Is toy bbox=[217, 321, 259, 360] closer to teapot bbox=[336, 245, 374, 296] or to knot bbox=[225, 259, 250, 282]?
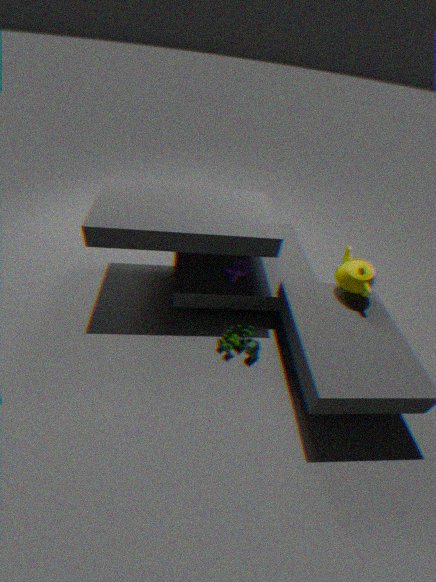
knot bbox=[225, 259, 250, 282]
